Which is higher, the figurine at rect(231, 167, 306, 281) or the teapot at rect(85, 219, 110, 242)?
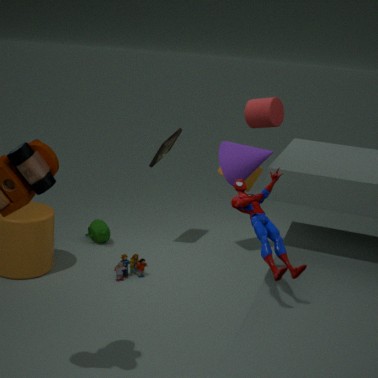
the figurine at rect(231, 167, 306, 281)
